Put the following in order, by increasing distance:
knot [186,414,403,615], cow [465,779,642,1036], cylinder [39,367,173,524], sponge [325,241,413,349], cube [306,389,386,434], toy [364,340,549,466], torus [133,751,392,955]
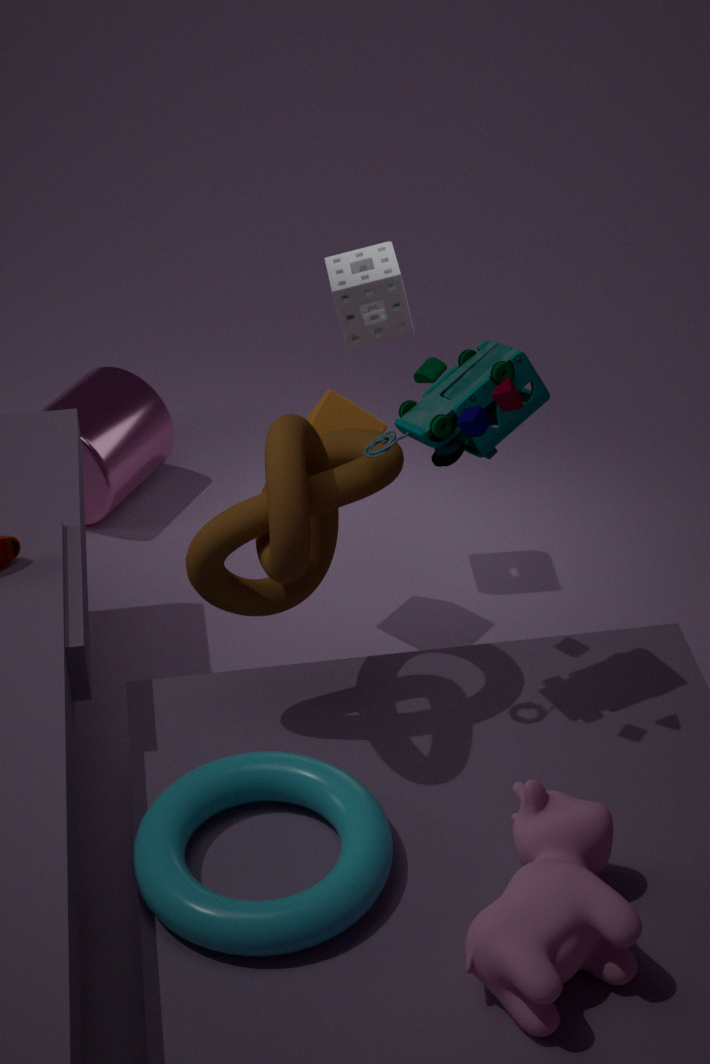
1. cow [465,779,642,1036]
2. torus [133,751,392,955]
3. knot [186,414,403,615]
4. toy [364,340,549,466]
5. cube [306,389,386,434]
6. sponge [325,241,413,349]
7. cylinder [39,367,173,524]
